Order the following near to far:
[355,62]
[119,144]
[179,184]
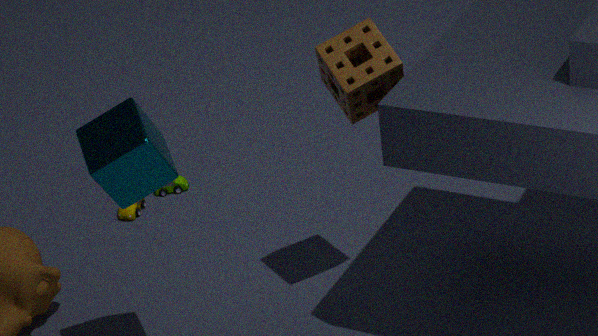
[119,144]
[355,62]
[179,184]
